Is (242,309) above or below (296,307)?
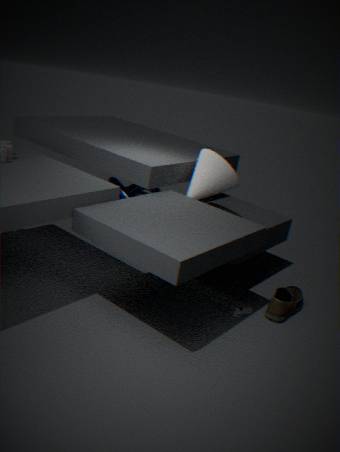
below
